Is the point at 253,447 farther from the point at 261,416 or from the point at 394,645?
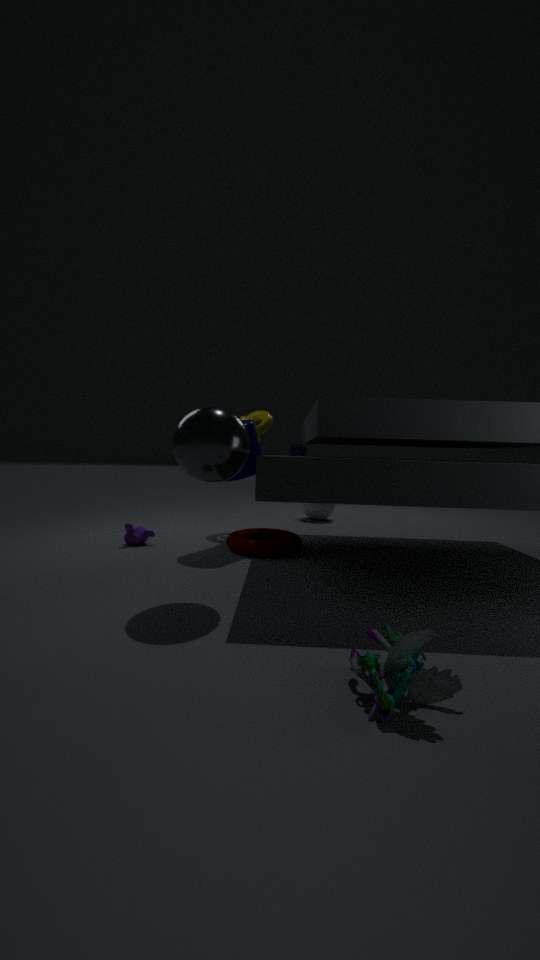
the point at 394,645
